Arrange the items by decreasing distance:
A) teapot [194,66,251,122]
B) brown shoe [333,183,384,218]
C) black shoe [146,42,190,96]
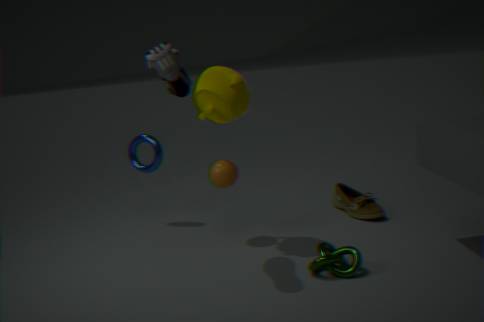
brown shoe [333,183,384,218], teapot [194,66,251,122], black shoe [146,42,190,96]
